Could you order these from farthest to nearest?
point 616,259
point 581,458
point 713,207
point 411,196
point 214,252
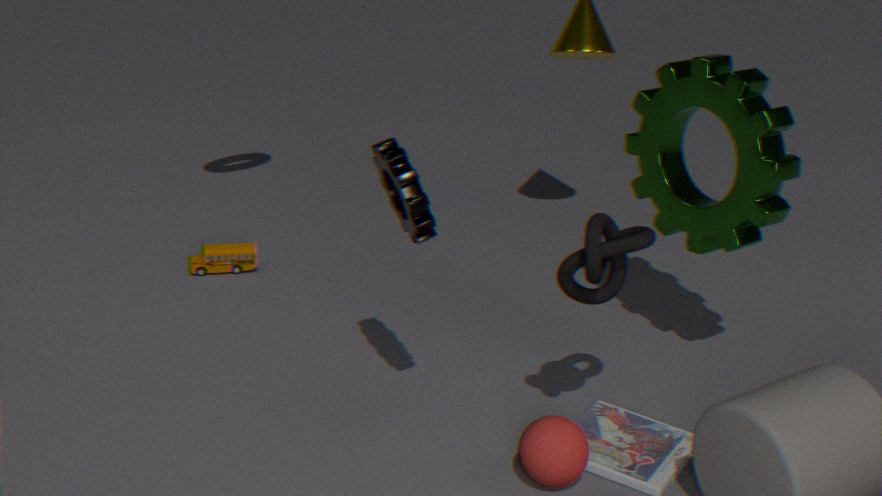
point 214,252, point 713,207, point 616,259, point 581,458, point 411,196
